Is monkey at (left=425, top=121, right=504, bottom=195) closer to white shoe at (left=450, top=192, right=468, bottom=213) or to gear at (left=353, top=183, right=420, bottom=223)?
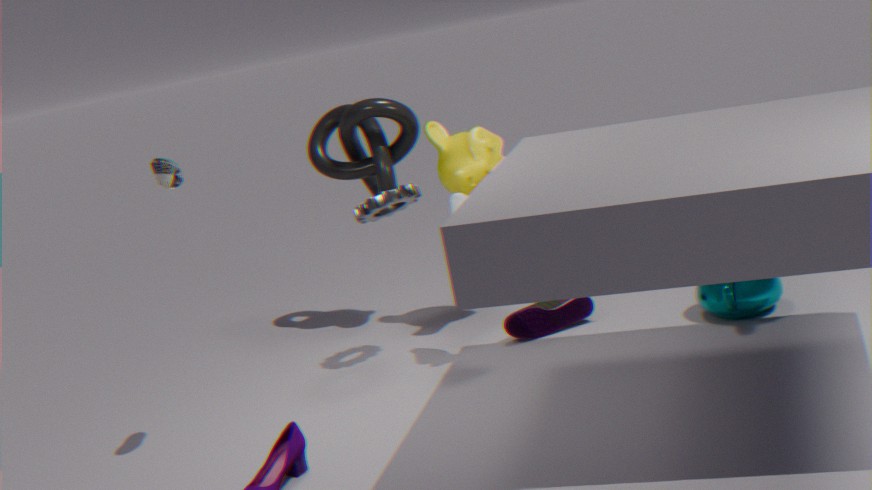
white shoe at (left=450, top=192, right=468, bottom=213)
